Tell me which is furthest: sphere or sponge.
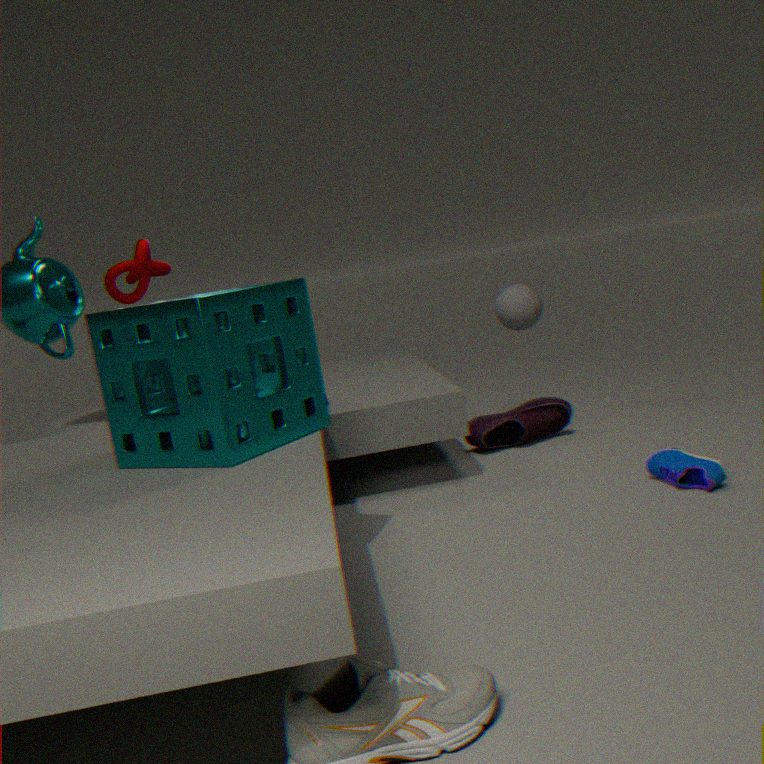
sphere
